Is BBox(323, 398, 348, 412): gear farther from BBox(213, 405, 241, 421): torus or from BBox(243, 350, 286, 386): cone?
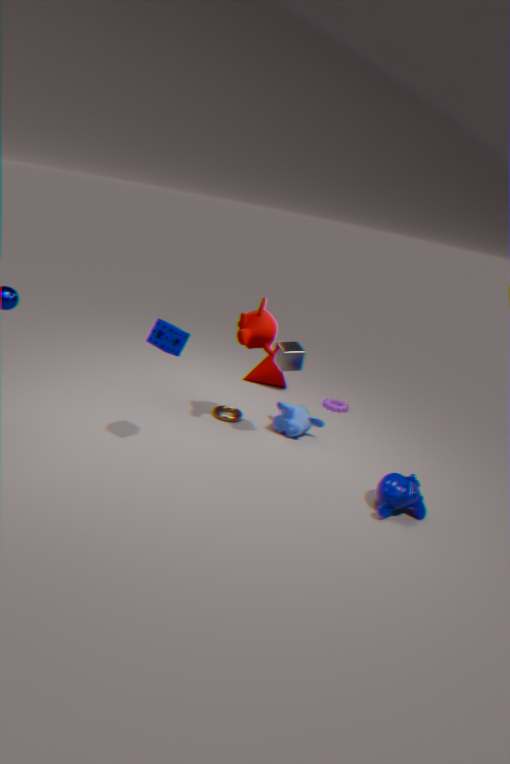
BBox(213, 405, 241, 421): torus
